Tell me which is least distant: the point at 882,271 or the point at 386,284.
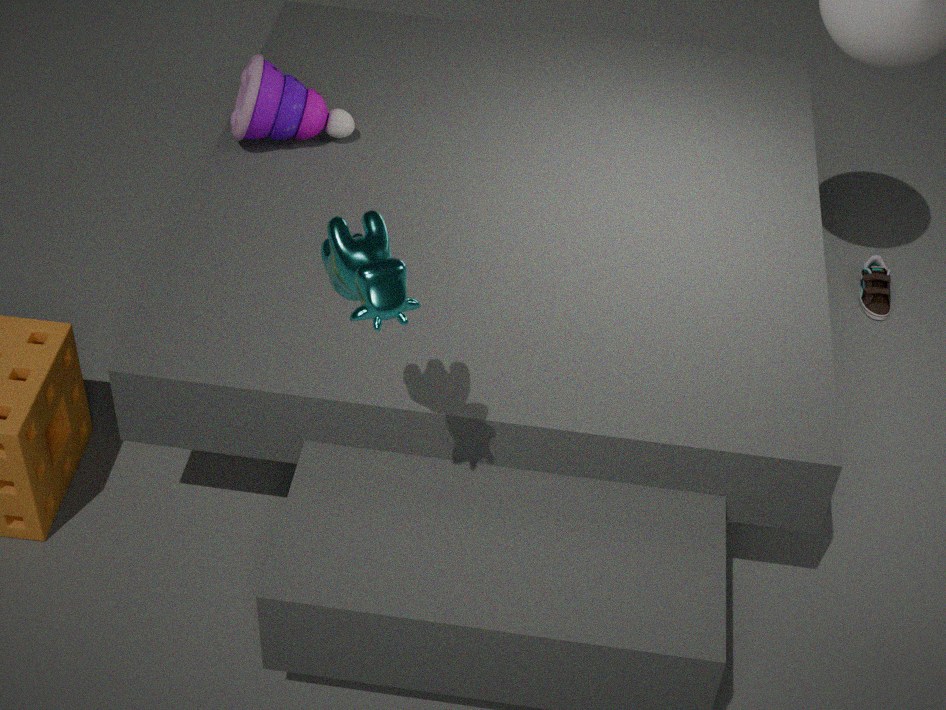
the point at 386,284
